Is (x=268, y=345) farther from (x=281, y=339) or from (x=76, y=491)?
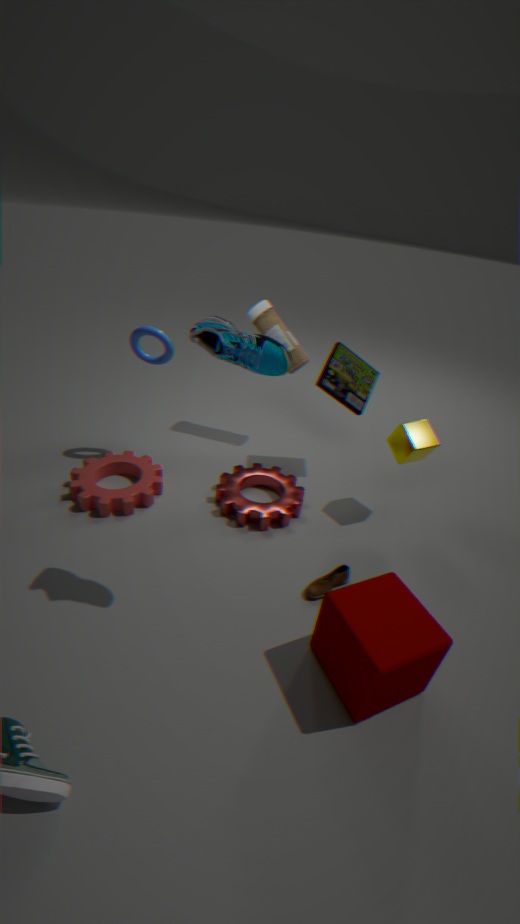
(x=281, y=339)
